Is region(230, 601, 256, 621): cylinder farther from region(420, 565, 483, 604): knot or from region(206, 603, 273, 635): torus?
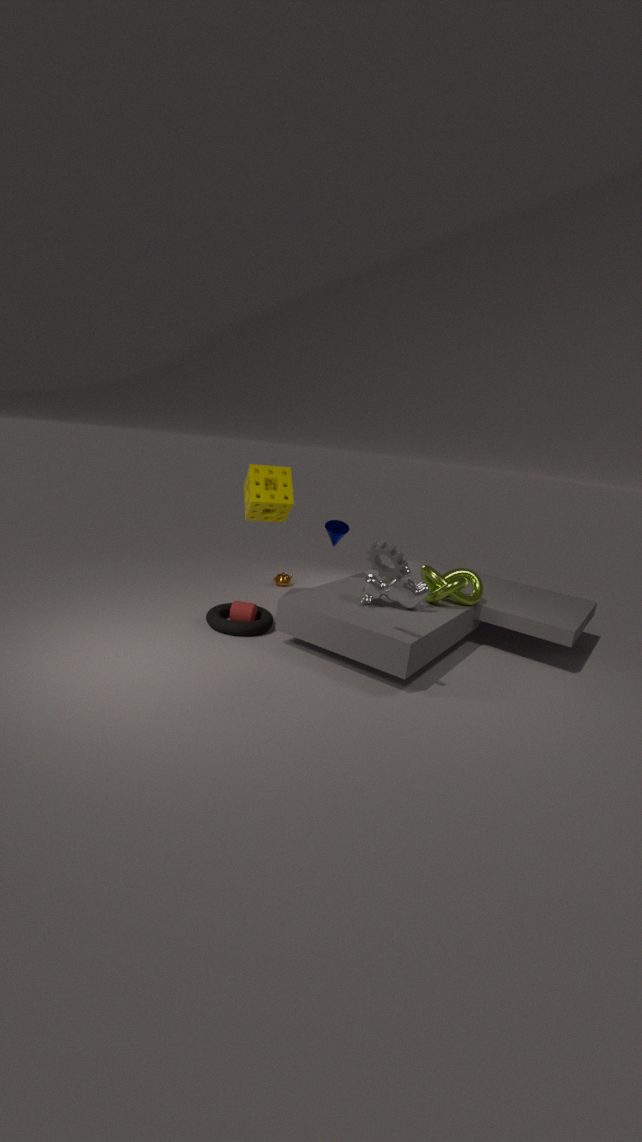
region(420, 565, 483, 604): knot
